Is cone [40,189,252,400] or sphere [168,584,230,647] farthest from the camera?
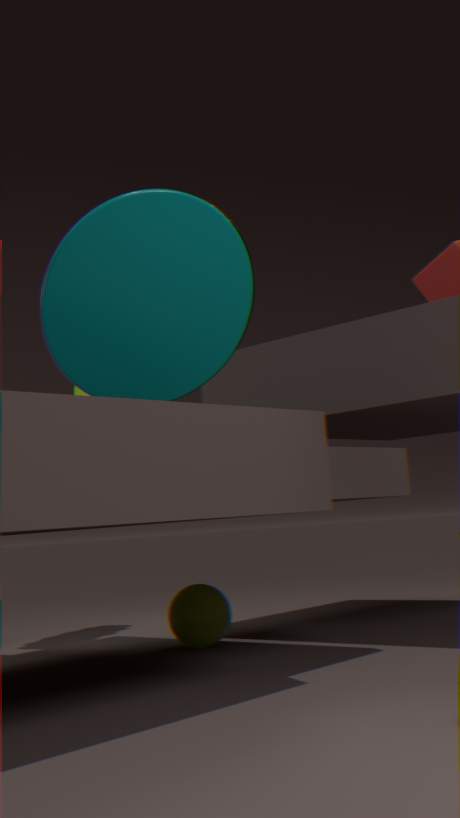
sphere [168,584,230,647]
